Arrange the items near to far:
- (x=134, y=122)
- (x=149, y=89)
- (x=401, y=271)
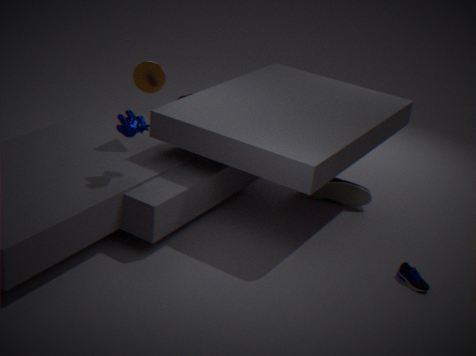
(x=134, y=122) → (x=401, y=271) → (x=149, y=89)
